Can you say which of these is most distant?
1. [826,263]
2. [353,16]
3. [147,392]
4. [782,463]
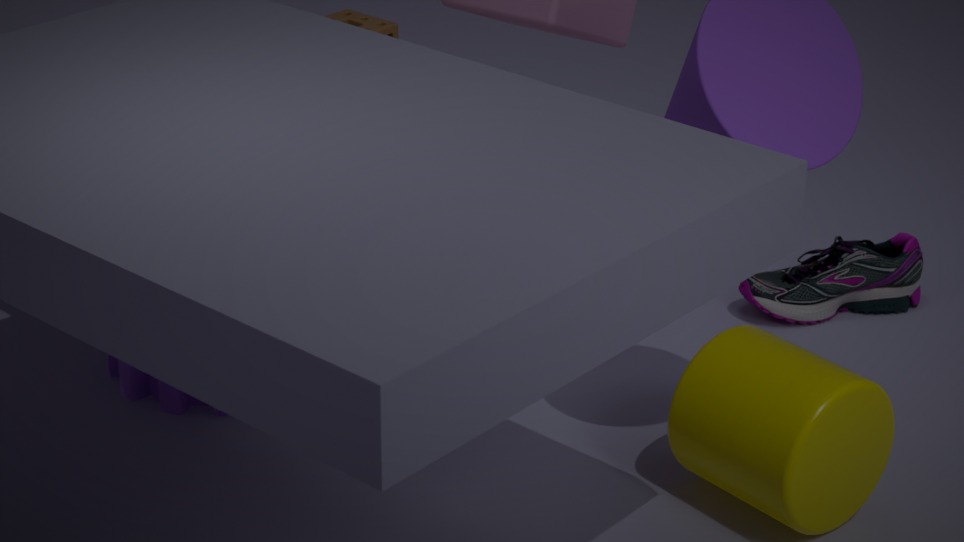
[826,263]
